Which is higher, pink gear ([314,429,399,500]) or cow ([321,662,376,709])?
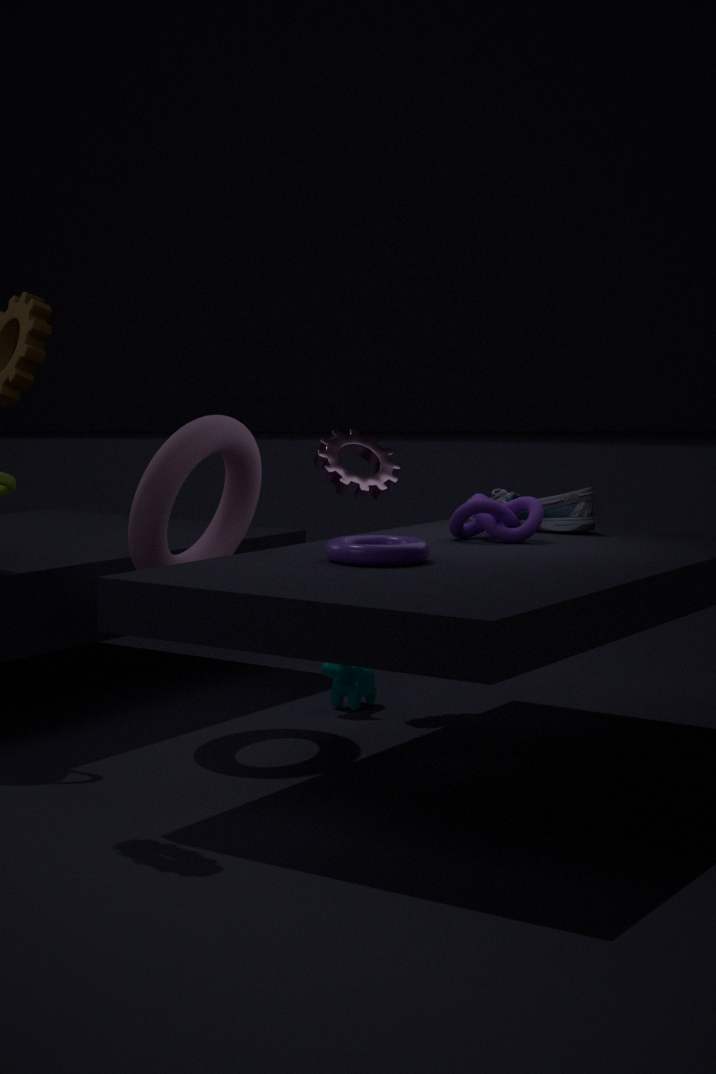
pink gear ([314,429,399,500])
